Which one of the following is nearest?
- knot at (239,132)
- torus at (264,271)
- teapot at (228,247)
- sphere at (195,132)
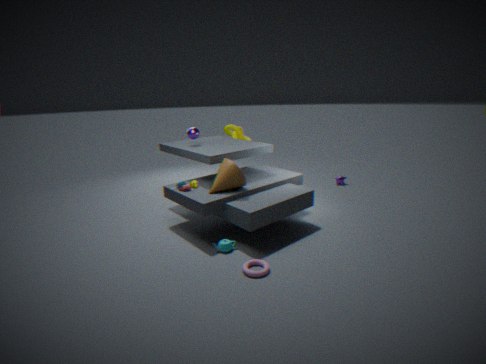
torus at (264,271)
